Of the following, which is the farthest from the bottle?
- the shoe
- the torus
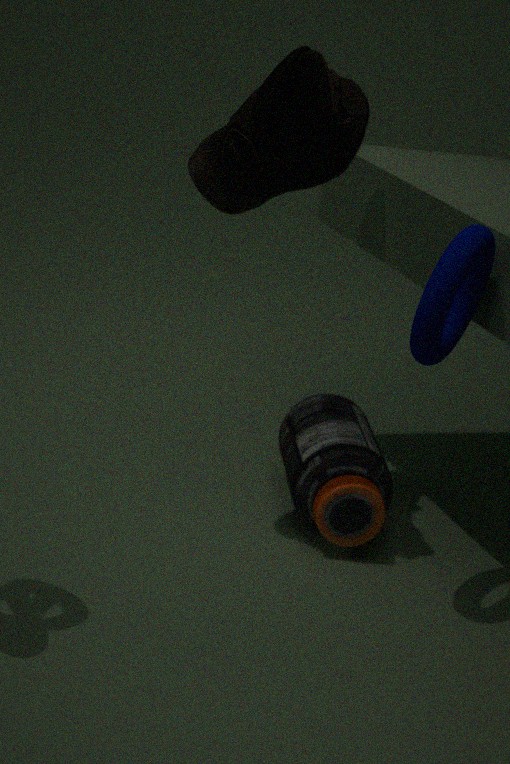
the shoe
